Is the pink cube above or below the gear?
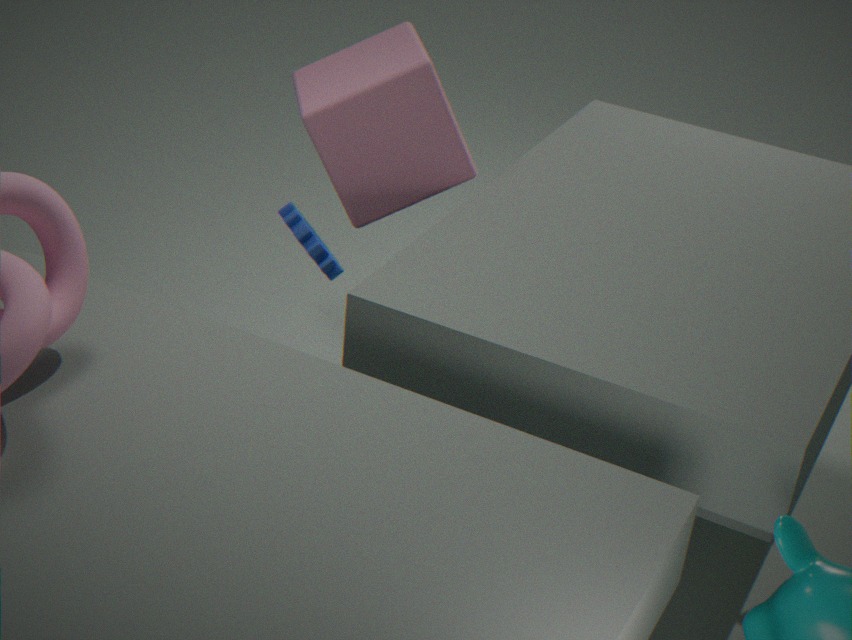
above
